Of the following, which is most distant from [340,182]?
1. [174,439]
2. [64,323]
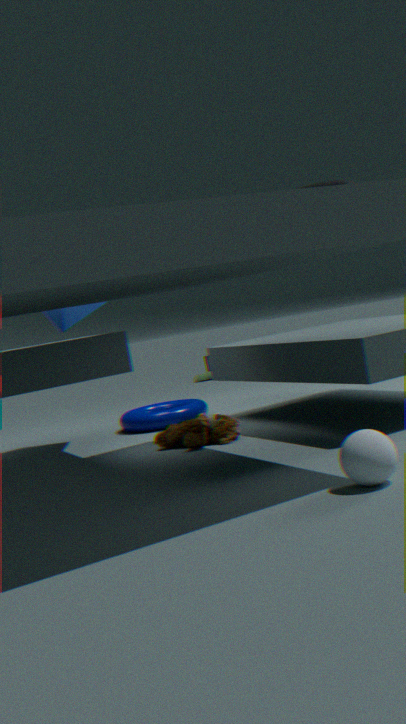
[64,323]
